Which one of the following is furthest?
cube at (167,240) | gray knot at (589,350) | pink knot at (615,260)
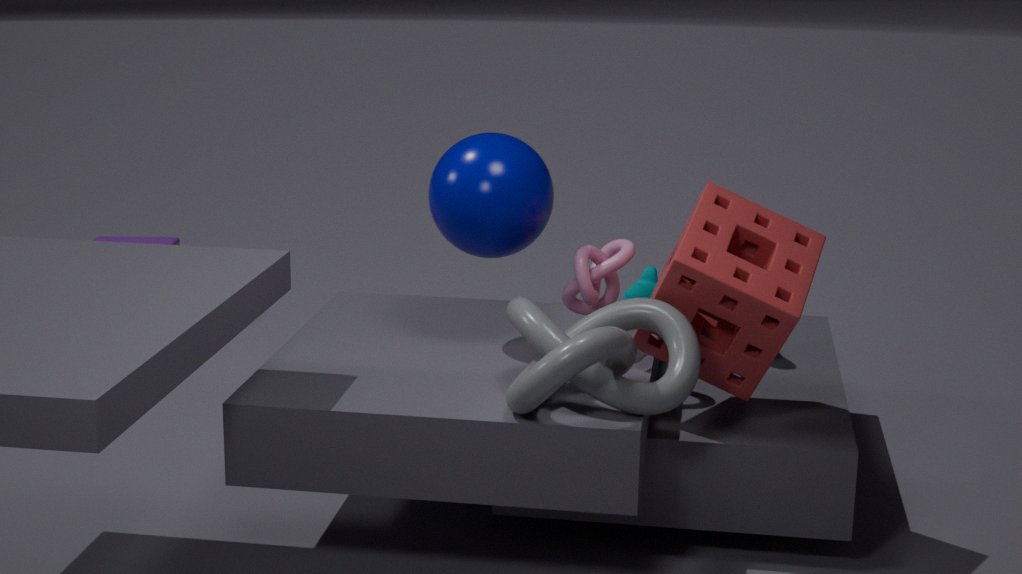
cube at (167,240)
